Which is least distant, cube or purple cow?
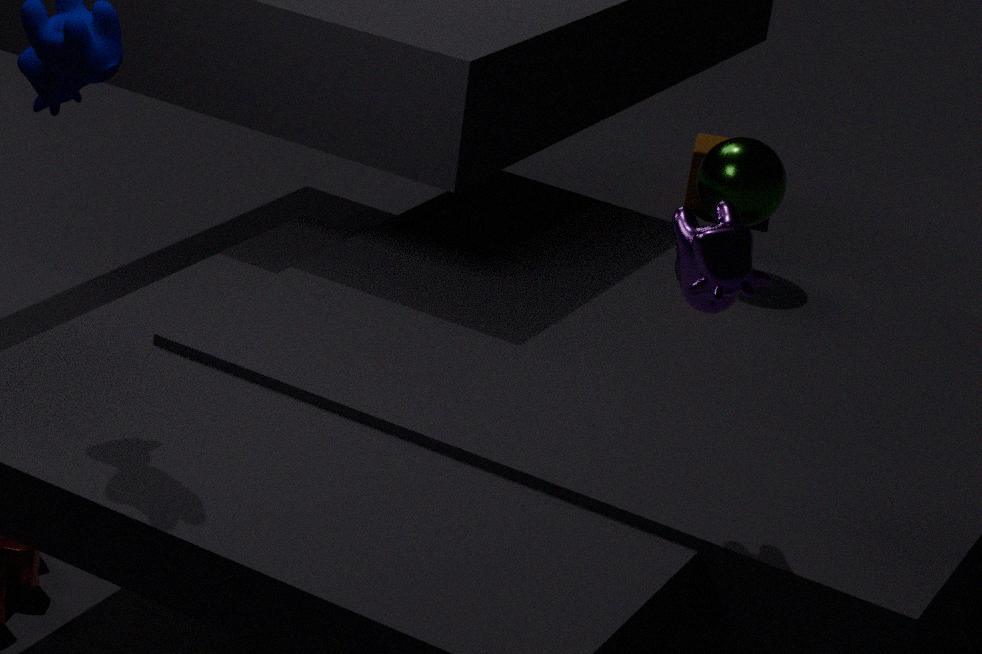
purple cow
